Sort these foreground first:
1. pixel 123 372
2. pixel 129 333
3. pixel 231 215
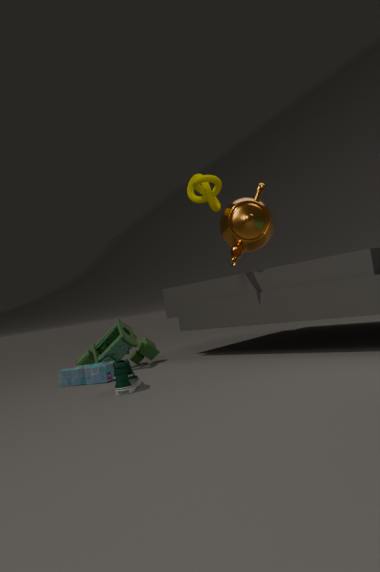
pixel 123 372, pixel 231 215, pixel 129 333
